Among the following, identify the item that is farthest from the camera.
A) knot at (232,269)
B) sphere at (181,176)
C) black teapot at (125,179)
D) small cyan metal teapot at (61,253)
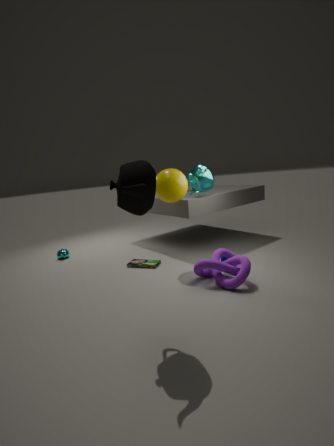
small cyan metal teapot at (61,253)
